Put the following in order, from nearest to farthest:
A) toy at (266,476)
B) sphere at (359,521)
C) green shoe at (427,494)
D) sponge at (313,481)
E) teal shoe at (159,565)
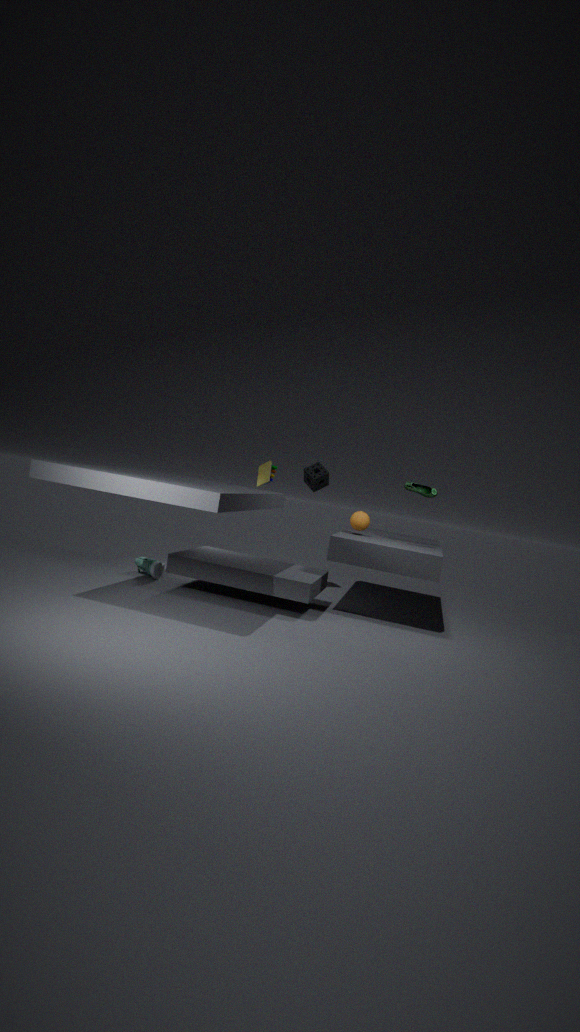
teal shoe at (159,565) < green shoe at (427,494) < sphere at (359,521) < toy at (266,476) < sponge at (313,481)
